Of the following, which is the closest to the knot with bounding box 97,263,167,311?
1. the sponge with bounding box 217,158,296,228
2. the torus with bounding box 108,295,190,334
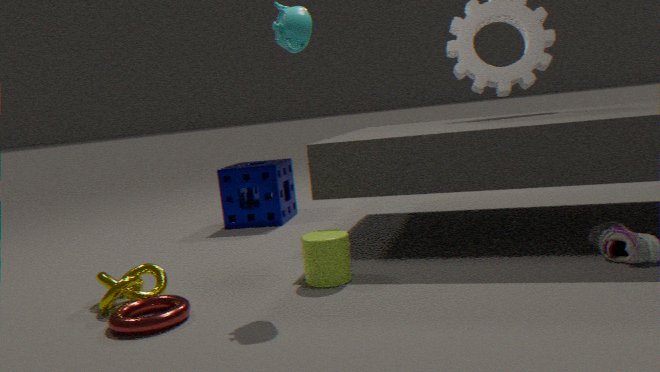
the torus with bounding box 108,295,190,334
